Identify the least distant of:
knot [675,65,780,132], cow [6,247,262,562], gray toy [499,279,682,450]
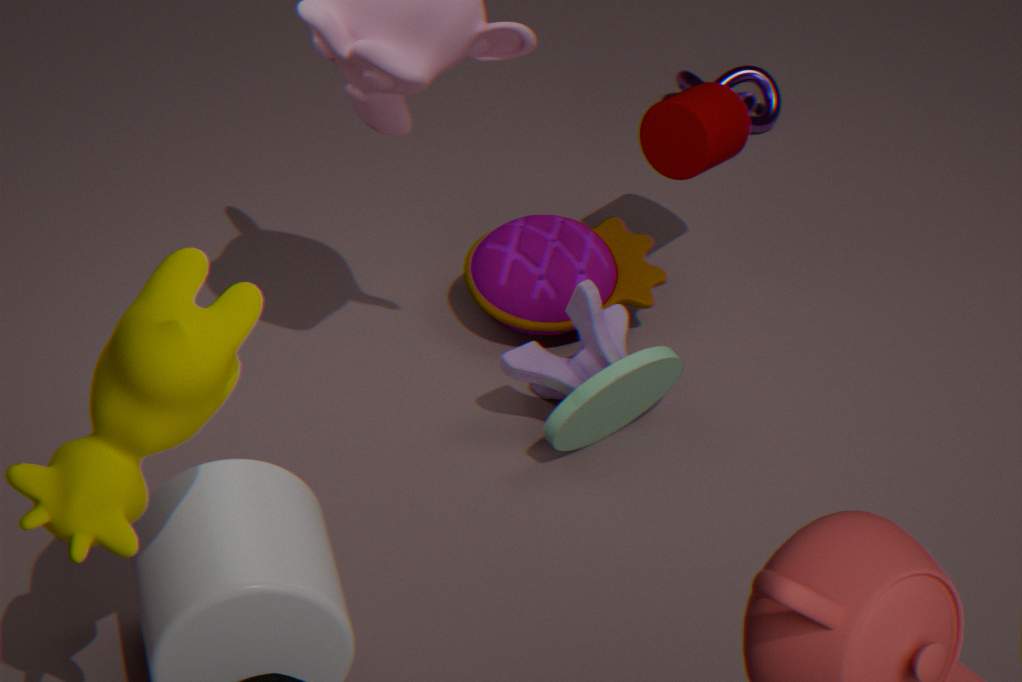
cow [6,247,262,562]
